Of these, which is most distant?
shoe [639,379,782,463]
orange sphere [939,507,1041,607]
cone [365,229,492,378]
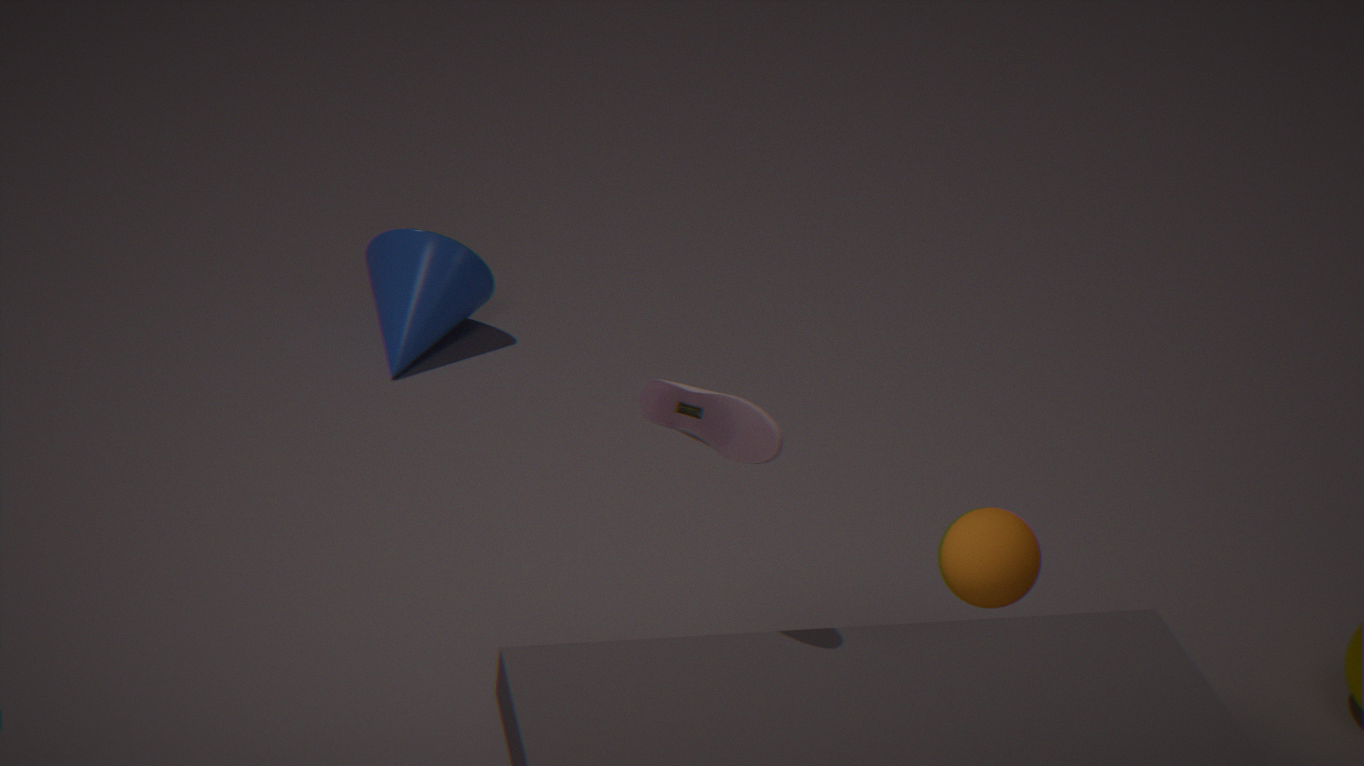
cone [365,229,492,378]
